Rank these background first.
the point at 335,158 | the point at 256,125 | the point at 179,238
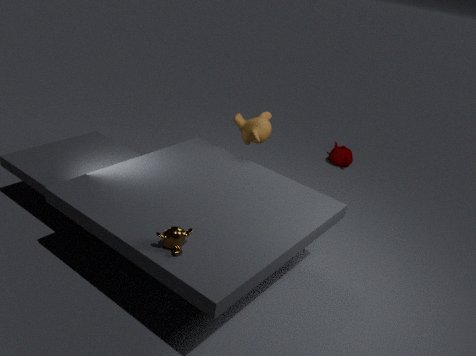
1. the point at 335,158
2. the point at 256,125
3. the point at 179,238
